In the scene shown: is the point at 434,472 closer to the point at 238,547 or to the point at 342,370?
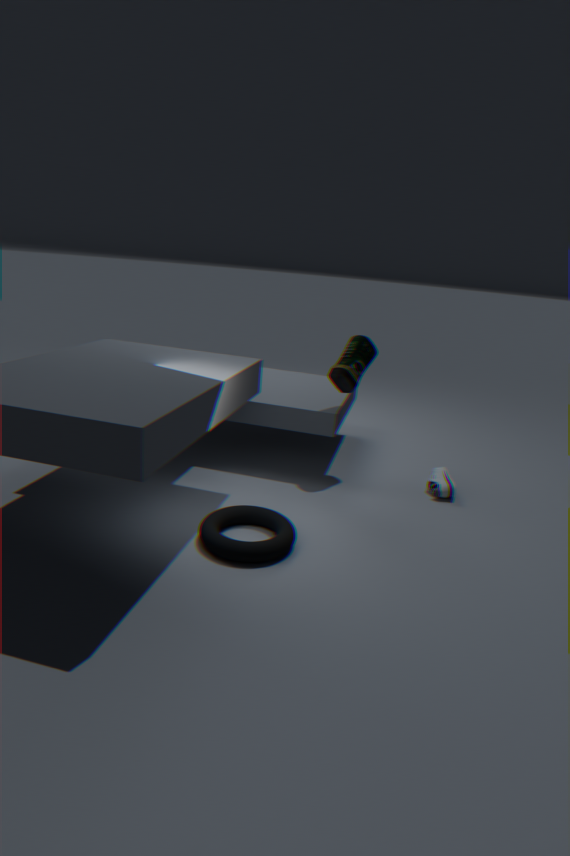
the point at 342,370
